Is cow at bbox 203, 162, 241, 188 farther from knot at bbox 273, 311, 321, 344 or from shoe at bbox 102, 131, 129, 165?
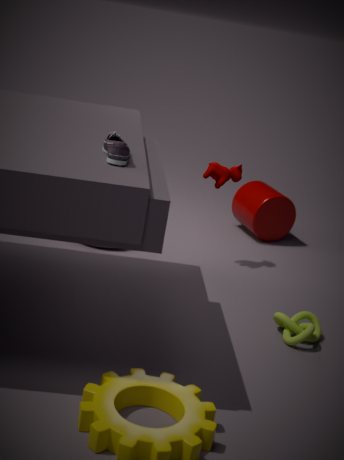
shoe at bbox 102, 131, 129, 165
